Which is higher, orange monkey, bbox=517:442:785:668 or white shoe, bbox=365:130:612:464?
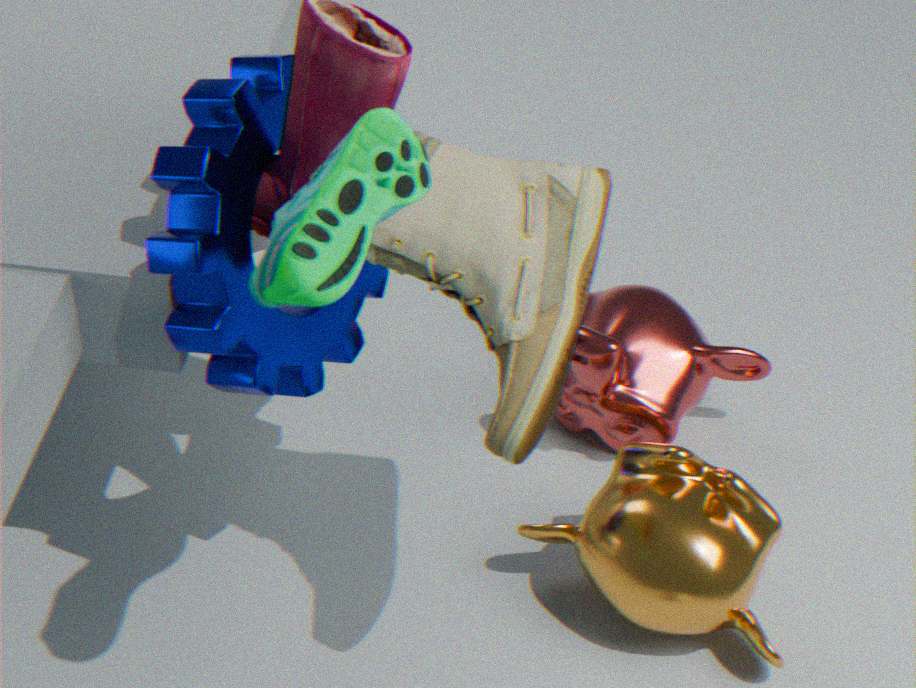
white shoe, bbox=365:130:612:464
